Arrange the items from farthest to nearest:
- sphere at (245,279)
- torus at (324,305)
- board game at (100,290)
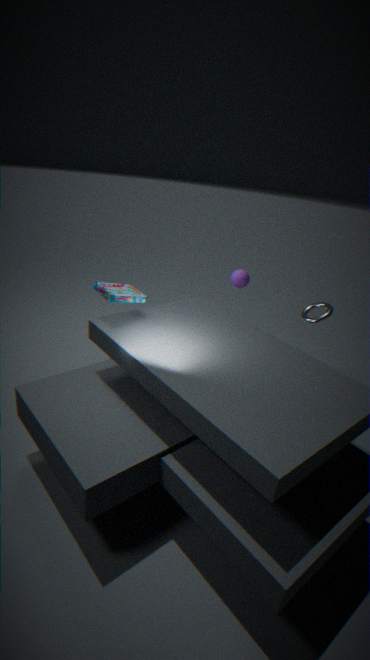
sphere at (245,279)
torus at (324,305)
board game at (100,290)
